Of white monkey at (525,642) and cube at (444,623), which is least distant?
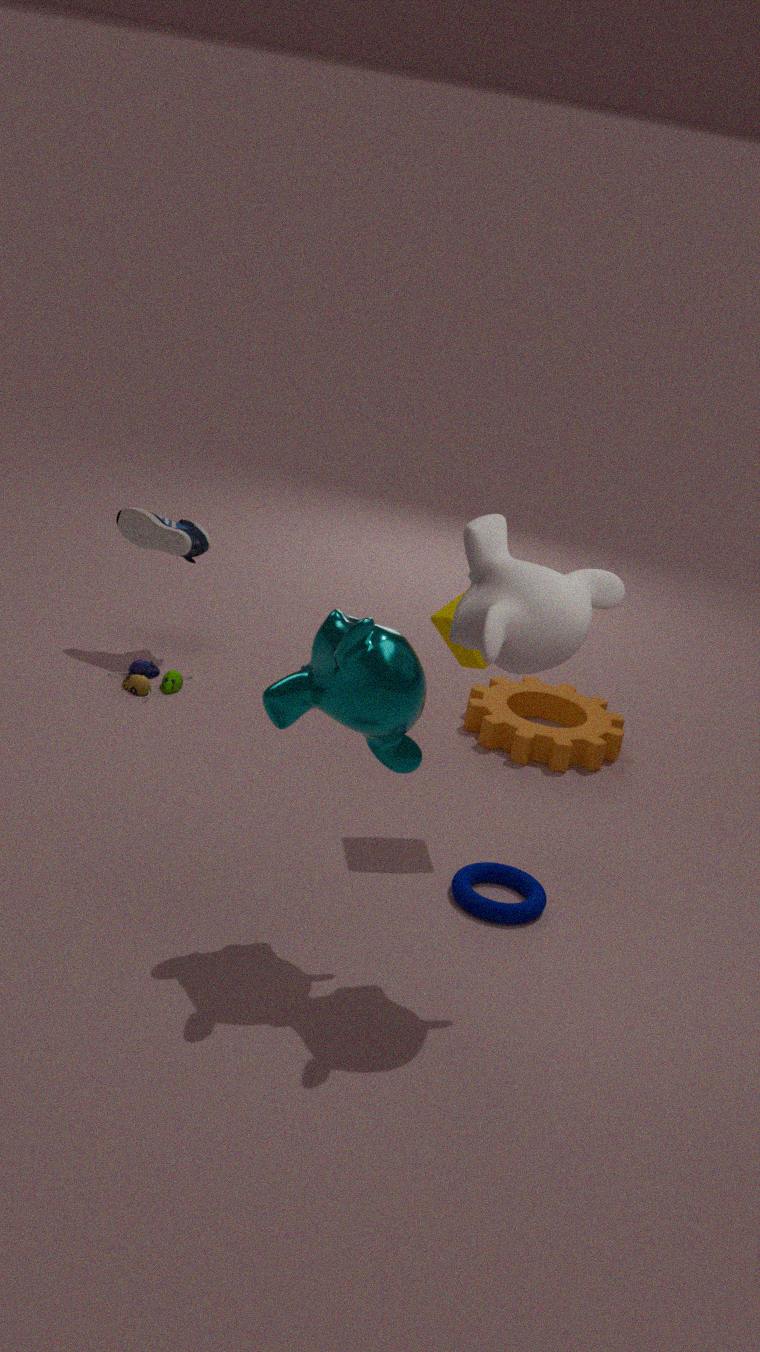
white monkey at (525,642)
